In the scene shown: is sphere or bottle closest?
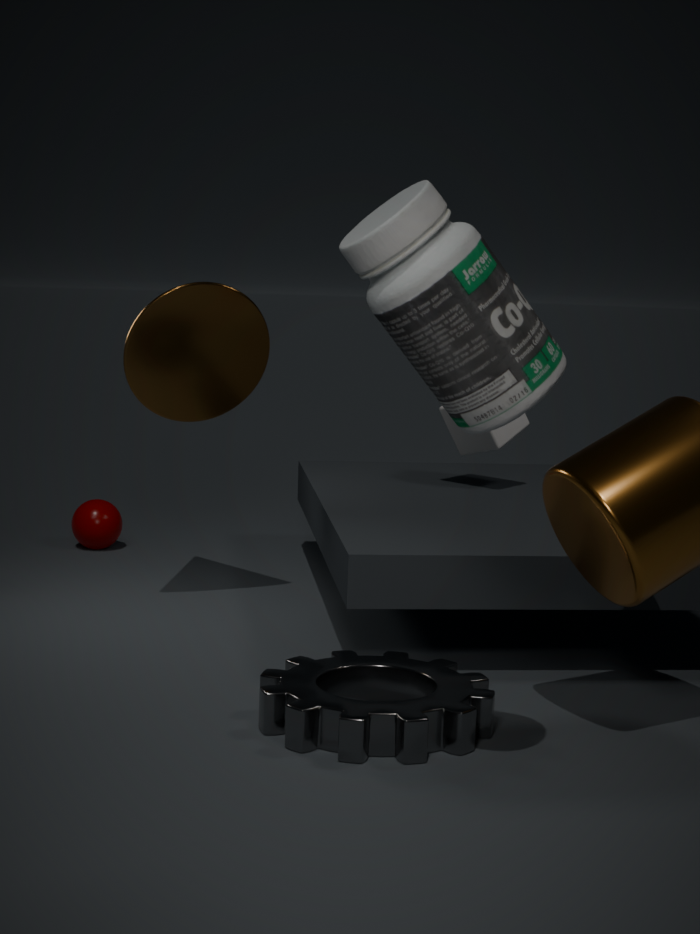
bottle
